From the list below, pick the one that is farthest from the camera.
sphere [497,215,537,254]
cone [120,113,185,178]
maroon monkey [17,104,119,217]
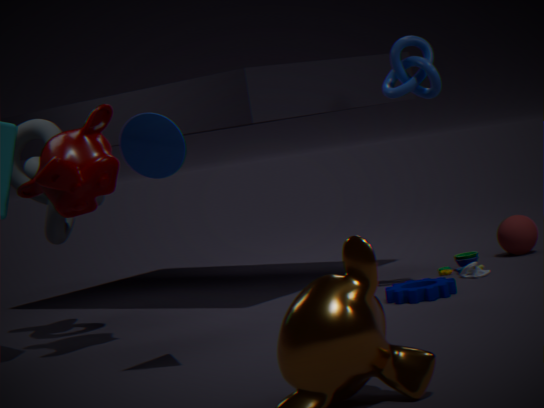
sphere [497,215,537,254]
